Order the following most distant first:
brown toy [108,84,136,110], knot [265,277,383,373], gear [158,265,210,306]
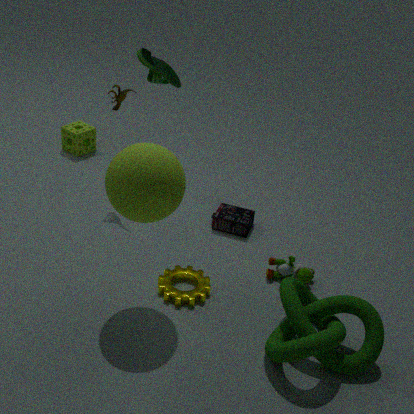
brown toy [108,84,136,110], gear [158,265,210,306], knot [265,277,383,373]
